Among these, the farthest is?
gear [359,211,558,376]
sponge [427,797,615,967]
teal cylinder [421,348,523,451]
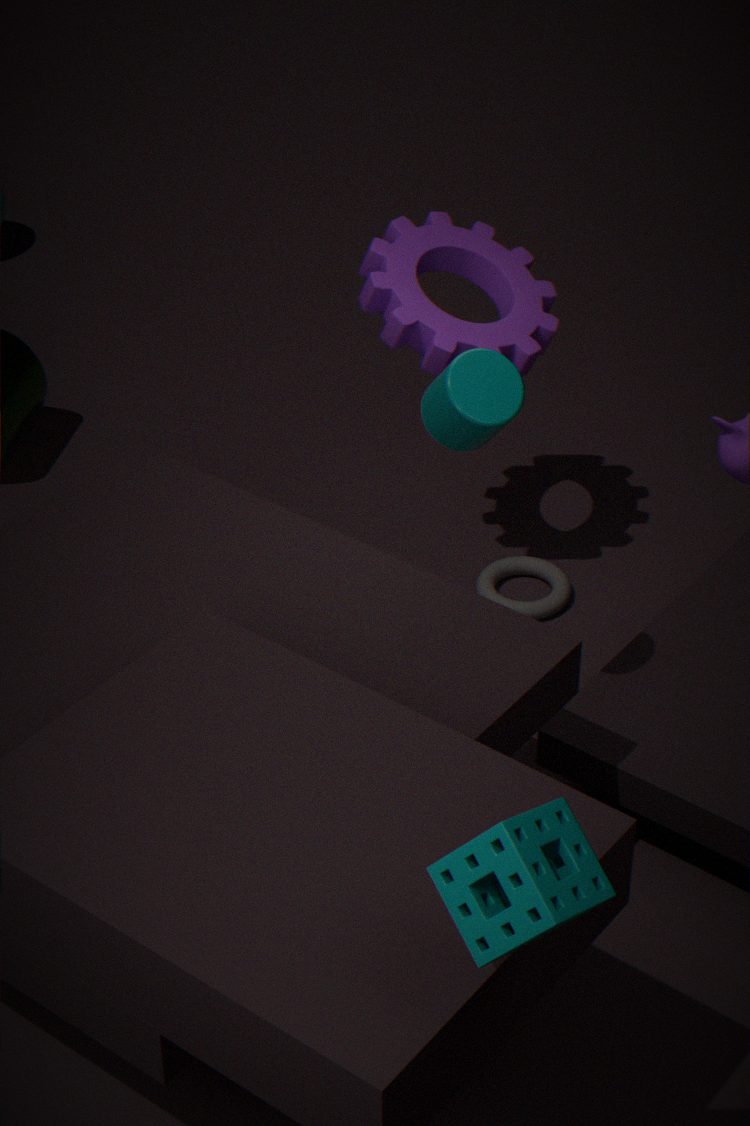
gear [359,211,558,376]
